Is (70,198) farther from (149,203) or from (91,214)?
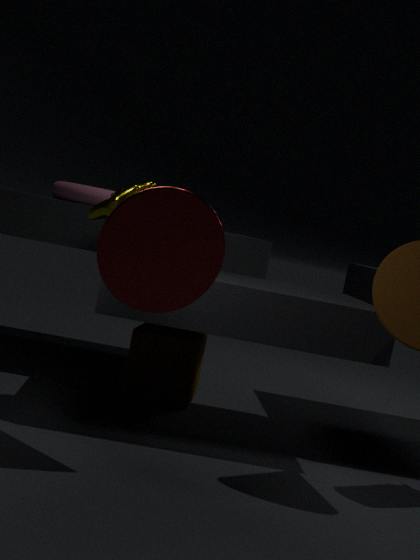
(149,203)
